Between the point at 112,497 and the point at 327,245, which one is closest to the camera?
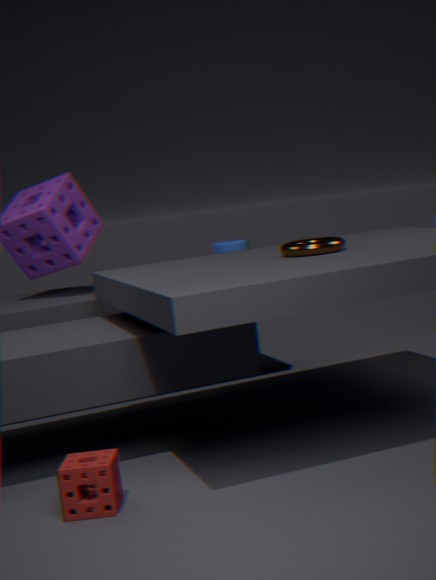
the point at 112,497
